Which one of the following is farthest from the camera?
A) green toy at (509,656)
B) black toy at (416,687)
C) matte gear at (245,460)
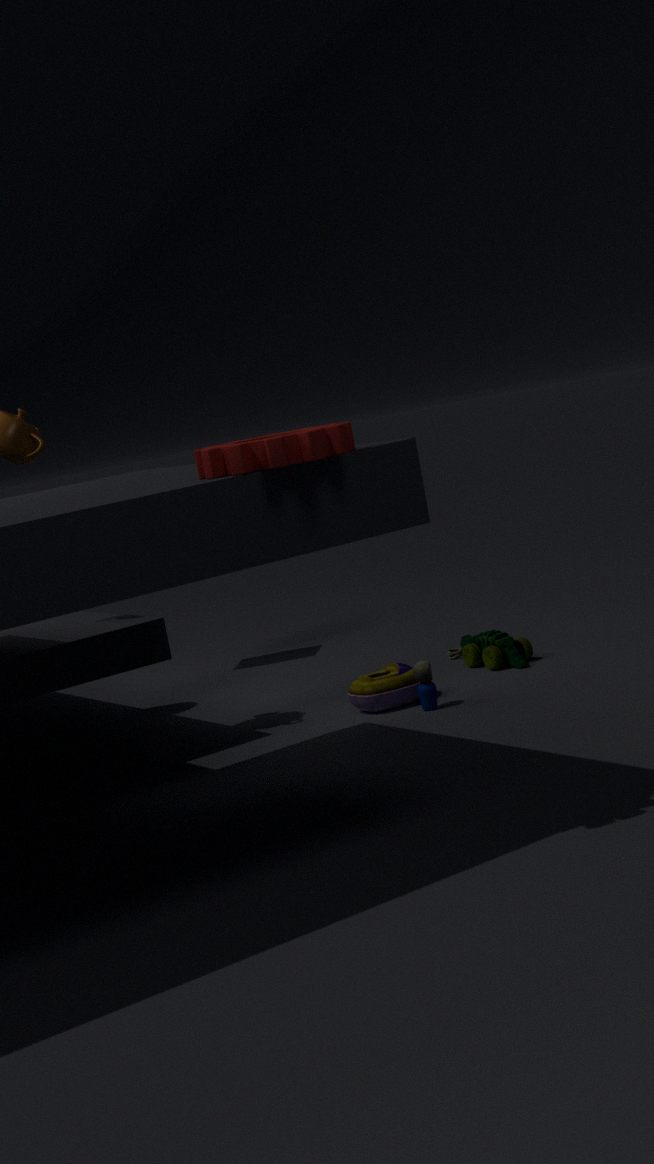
green toy at (509,656)
